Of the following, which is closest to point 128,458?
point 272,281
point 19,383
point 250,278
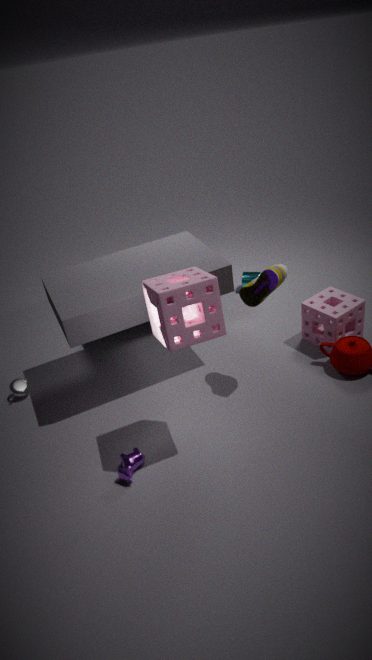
point 19,383
